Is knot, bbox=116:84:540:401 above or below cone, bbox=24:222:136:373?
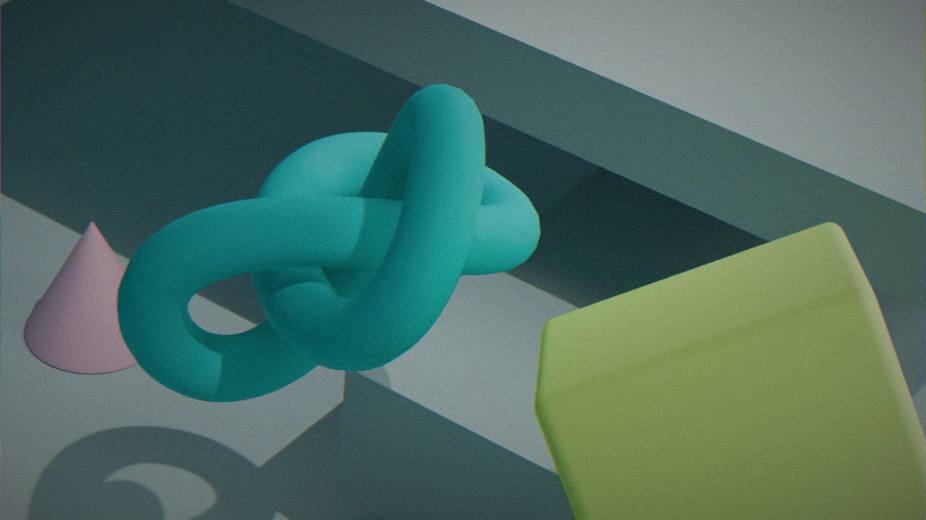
above
